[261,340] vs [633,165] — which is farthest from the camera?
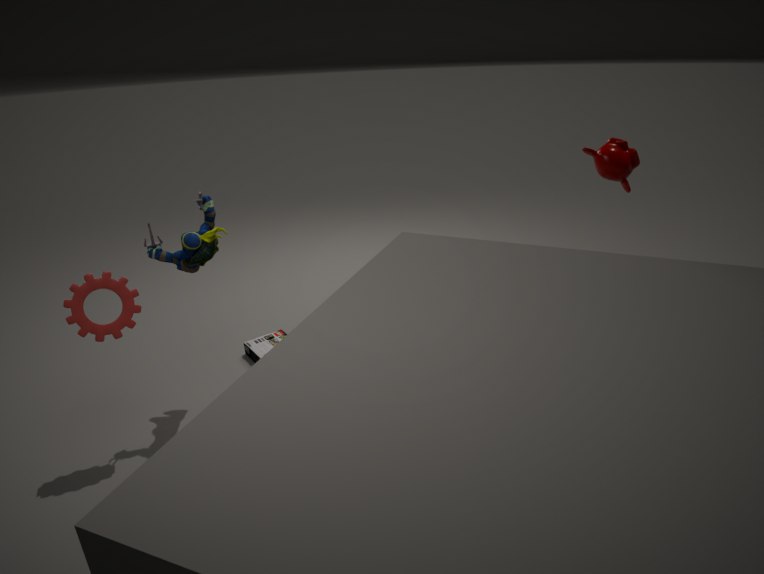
[261,340]
